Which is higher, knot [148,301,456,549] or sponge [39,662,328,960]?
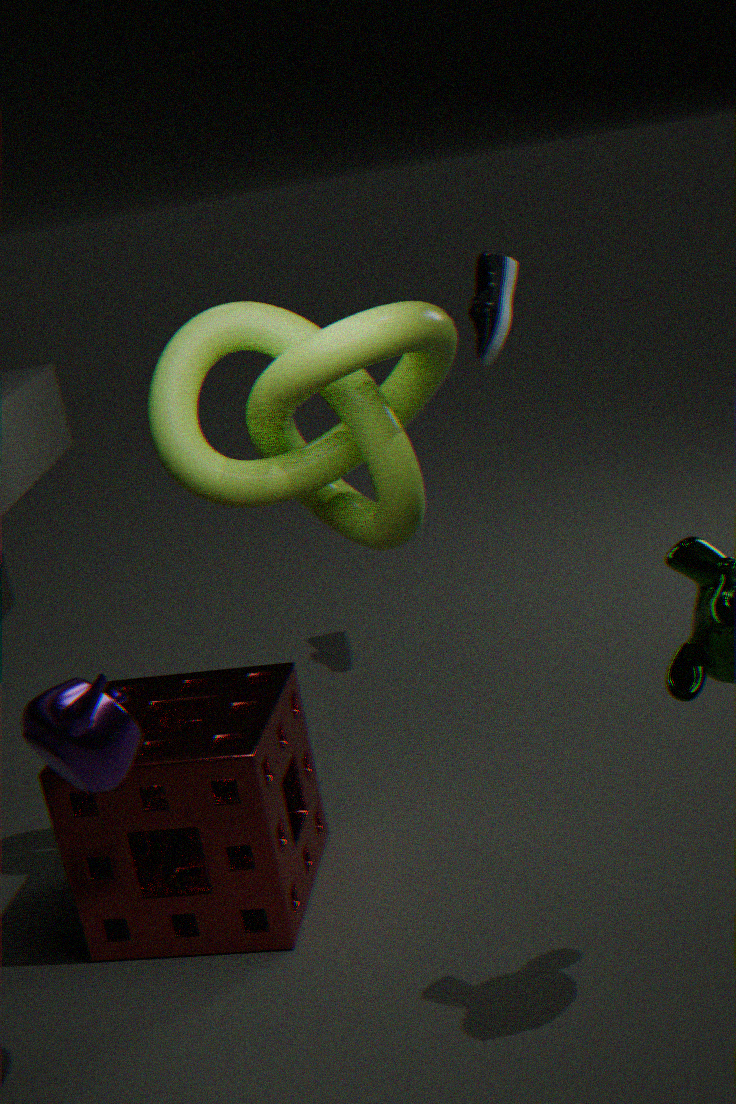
knot [148,301,456,549]
